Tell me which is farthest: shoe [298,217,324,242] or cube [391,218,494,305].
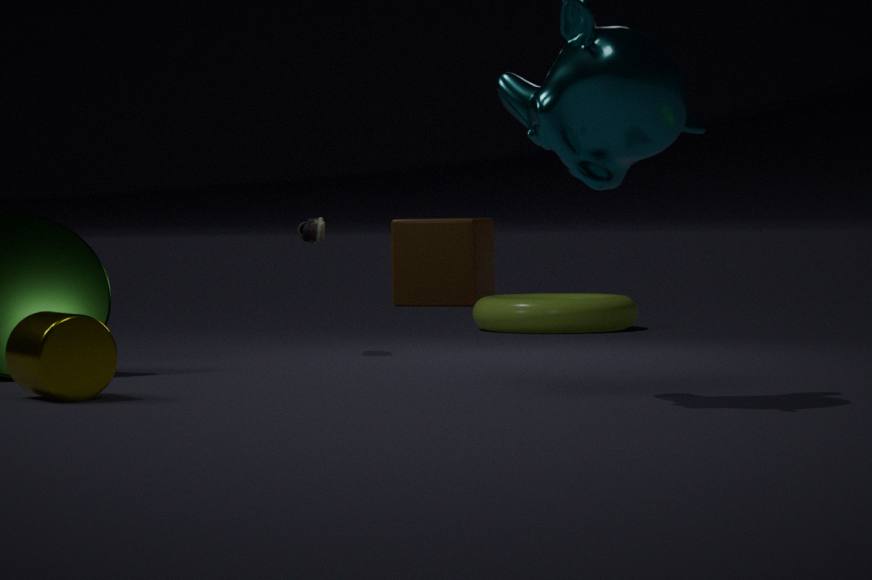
cube [391,218,494,305]
